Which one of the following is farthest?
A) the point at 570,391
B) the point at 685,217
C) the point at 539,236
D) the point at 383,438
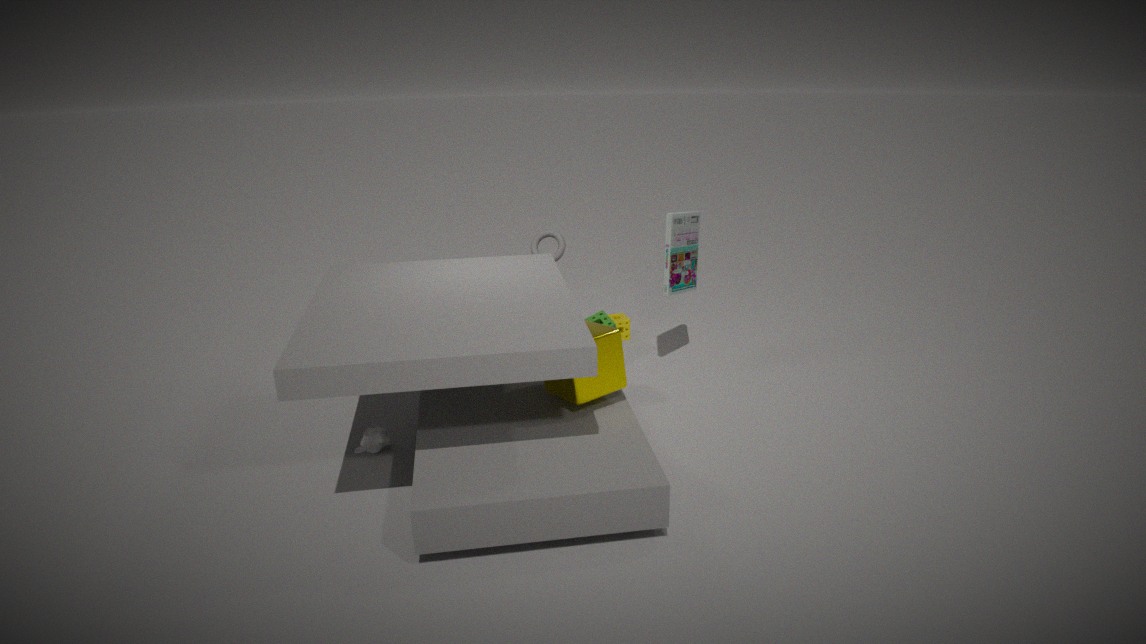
C. the point at 539,236
